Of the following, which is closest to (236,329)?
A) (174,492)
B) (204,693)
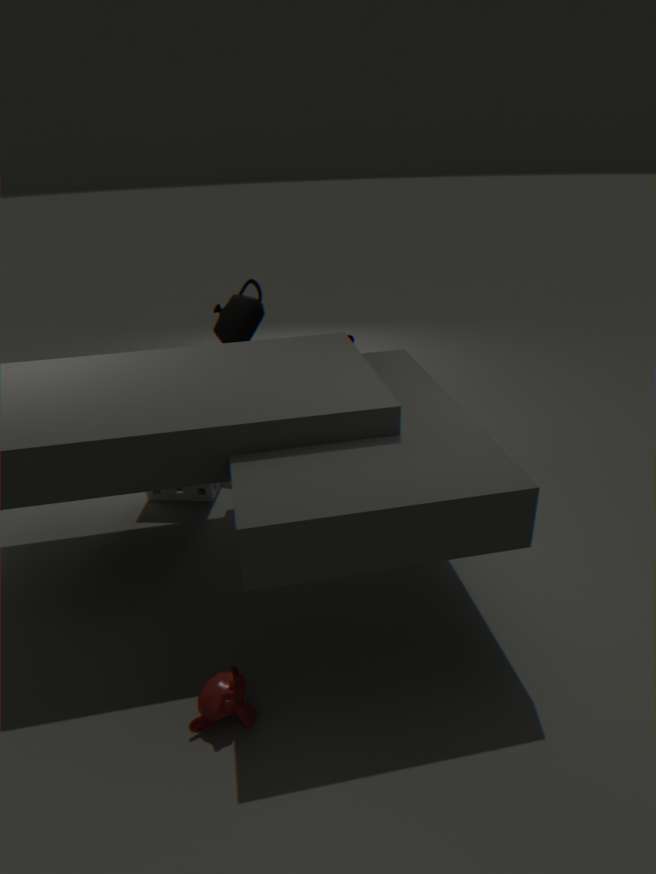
(174,492)
